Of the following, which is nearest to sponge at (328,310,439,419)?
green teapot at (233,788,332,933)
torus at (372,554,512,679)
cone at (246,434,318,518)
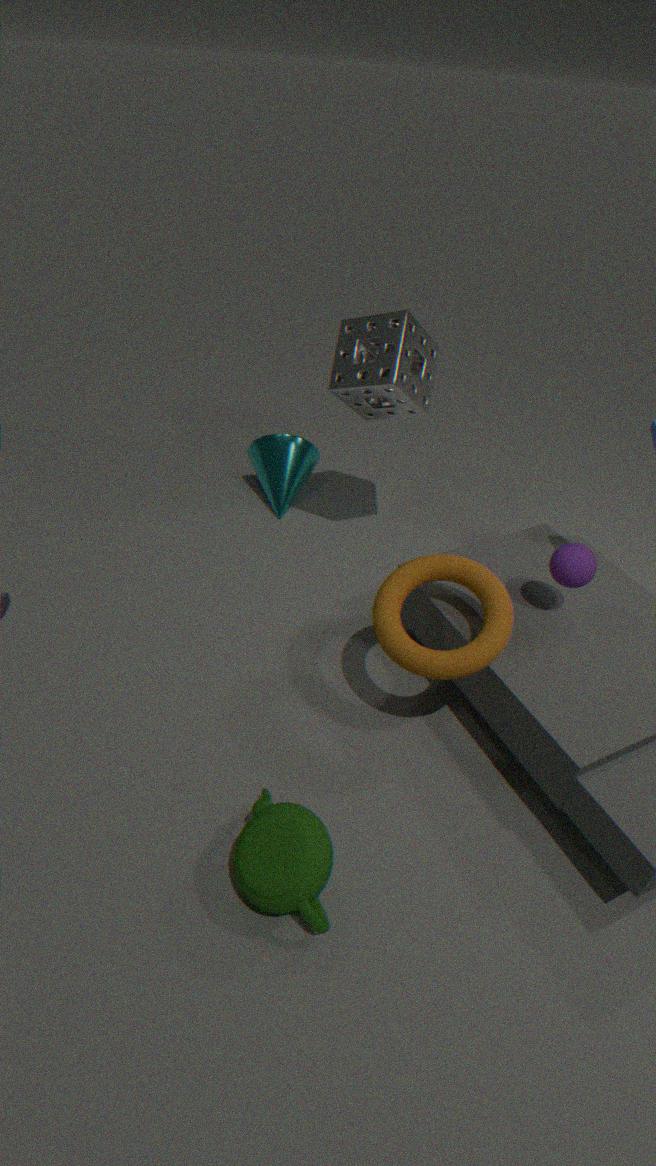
cone at (246,434,318,518)
